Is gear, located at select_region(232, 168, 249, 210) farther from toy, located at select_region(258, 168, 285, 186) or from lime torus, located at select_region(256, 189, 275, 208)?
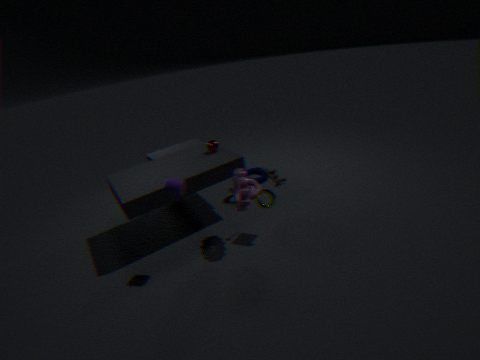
toy, located at select_region(258, 168, 285, 186)
